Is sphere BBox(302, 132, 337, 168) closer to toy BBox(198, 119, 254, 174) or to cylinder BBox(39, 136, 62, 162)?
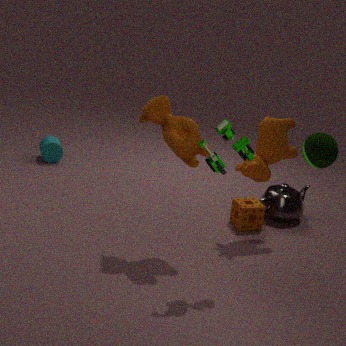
toy BBox(198, 119, 254, 174)
